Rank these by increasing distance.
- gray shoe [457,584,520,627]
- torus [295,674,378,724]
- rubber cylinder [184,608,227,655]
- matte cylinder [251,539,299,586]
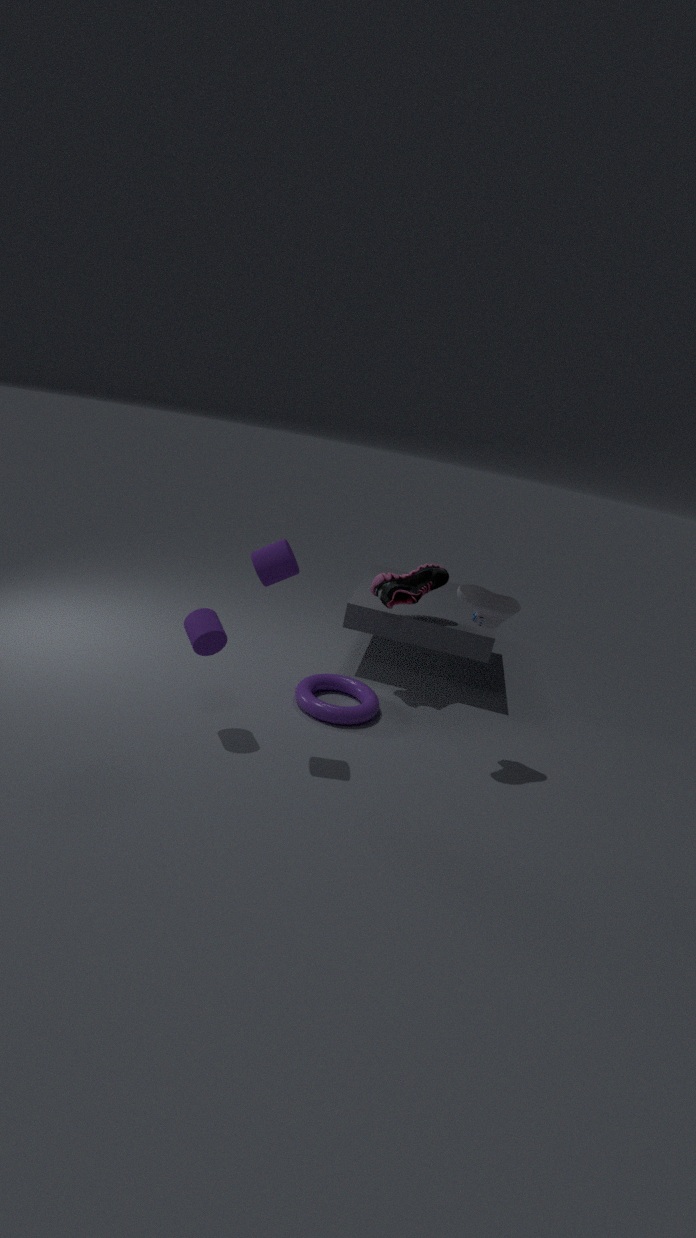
matte cylinder [251,539,299,586]
rubber cylinder [184,608,227,655]
gray shoe [457,584,520,627]
torus [295,674,378,724]
